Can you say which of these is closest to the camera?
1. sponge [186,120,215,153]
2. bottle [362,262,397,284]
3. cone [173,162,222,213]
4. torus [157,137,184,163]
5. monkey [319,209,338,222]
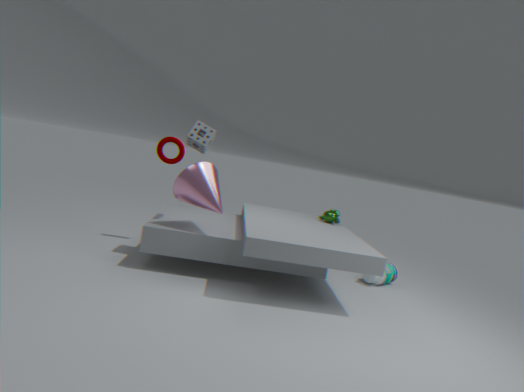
cone [173,162,222,213]
